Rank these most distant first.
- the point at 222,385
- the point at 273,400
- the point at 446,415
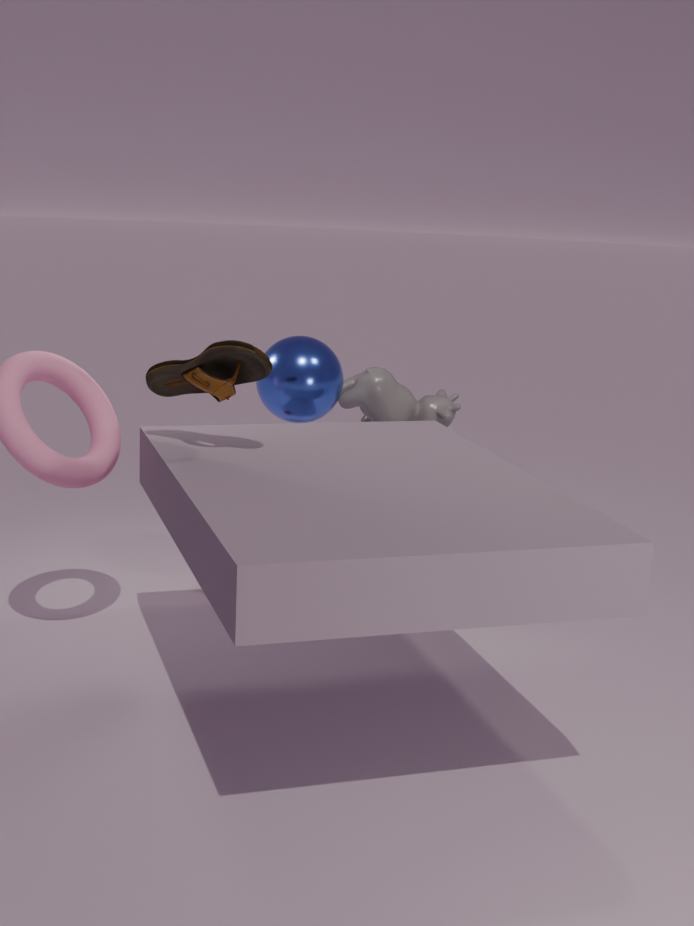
the point at 446,415
the point at 273,400
the point at 222,385
